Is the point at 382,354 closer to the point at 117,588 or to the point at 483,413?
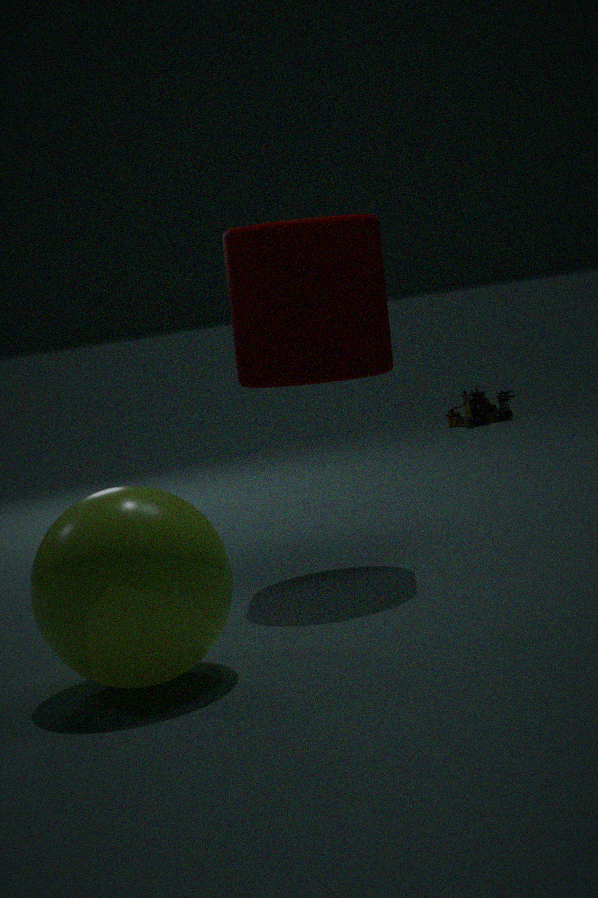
the point at 117,588
